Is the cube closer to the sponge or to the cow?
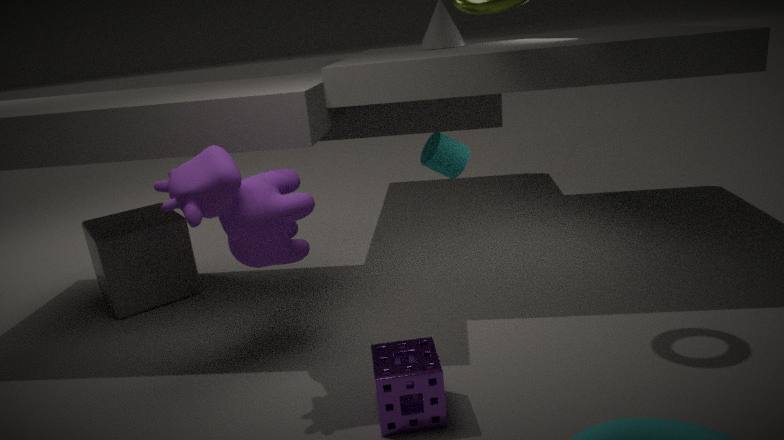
the cow
